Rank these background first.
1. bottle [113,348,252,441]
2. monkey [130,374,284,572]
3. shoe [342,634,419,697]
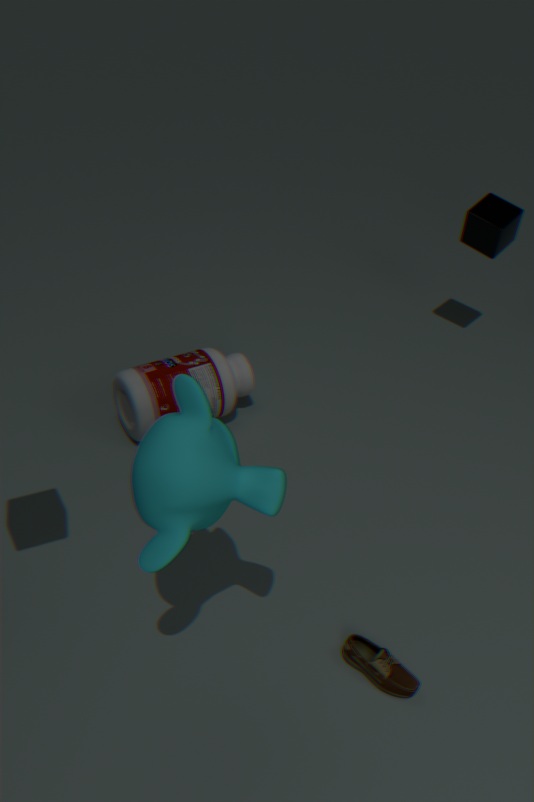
bottle [113,348,252,441] < shoe [342,634,419,697] < monkey [130,374,284,572]
